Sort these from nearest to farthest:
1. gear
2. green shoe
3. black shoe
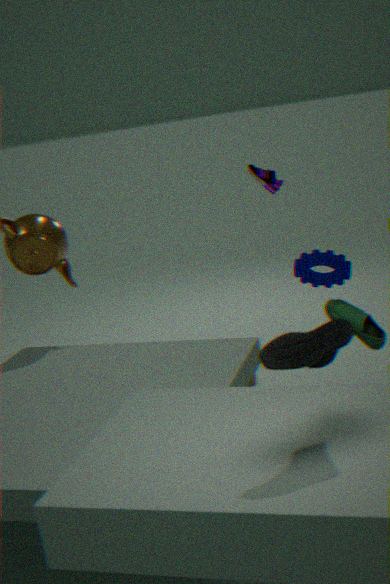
black shoe, green shoe, gear
